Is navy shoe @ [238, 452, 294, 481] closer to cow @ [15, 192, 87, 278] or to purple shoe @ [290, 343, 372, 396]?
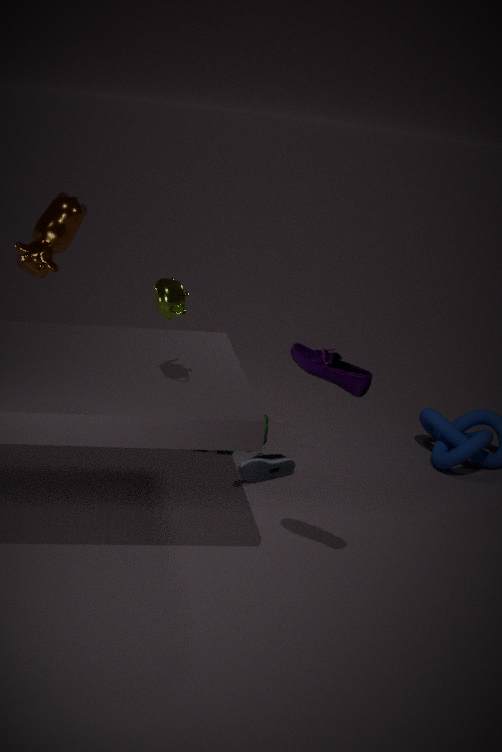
purple shoe @ [290, 343, 372, 396]
